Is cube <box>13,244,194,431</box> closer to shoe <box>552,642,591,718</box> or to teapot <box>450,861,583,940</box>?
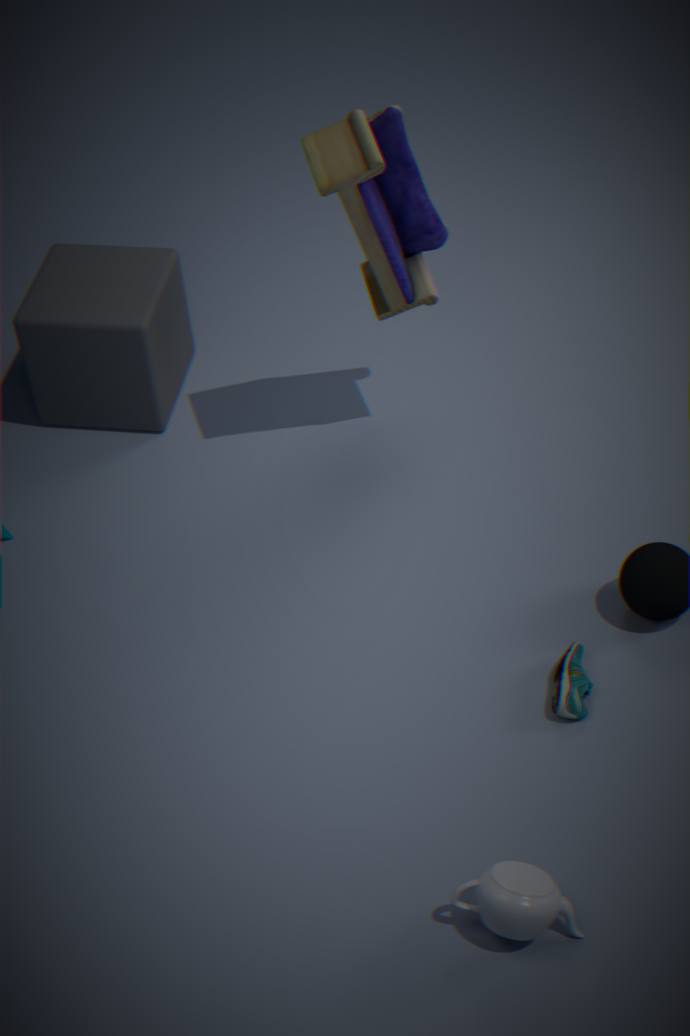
shoe <box>552,642,591,718</box>
